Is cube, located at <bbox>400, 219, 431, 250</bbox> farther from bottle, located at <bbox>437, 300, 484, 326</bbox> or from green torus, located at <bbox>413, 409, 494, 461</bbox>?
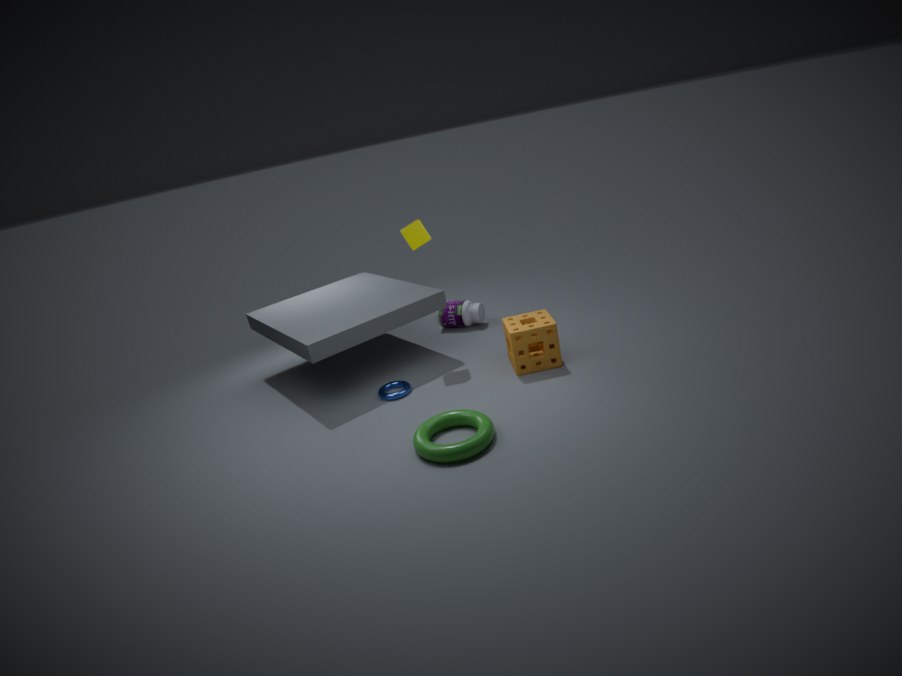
green torus, located at <bbox>413, 409, 494, 461</bbox>
